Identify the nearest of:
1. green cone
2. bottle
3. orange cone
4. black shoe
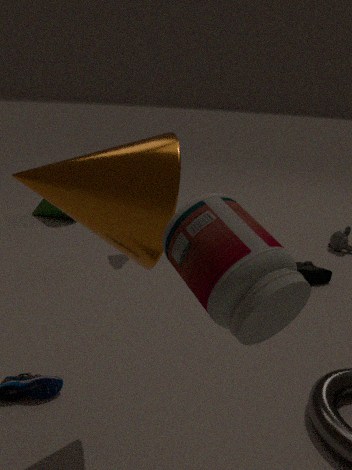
bottle
